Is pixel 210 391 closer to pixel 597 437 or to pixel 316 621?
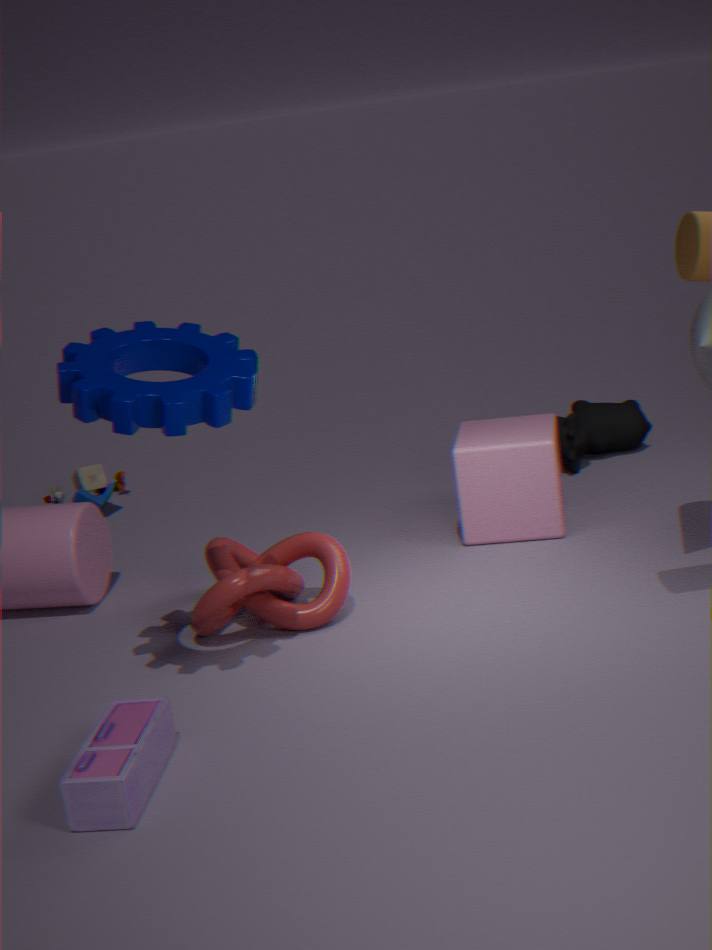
pixel 316 621
